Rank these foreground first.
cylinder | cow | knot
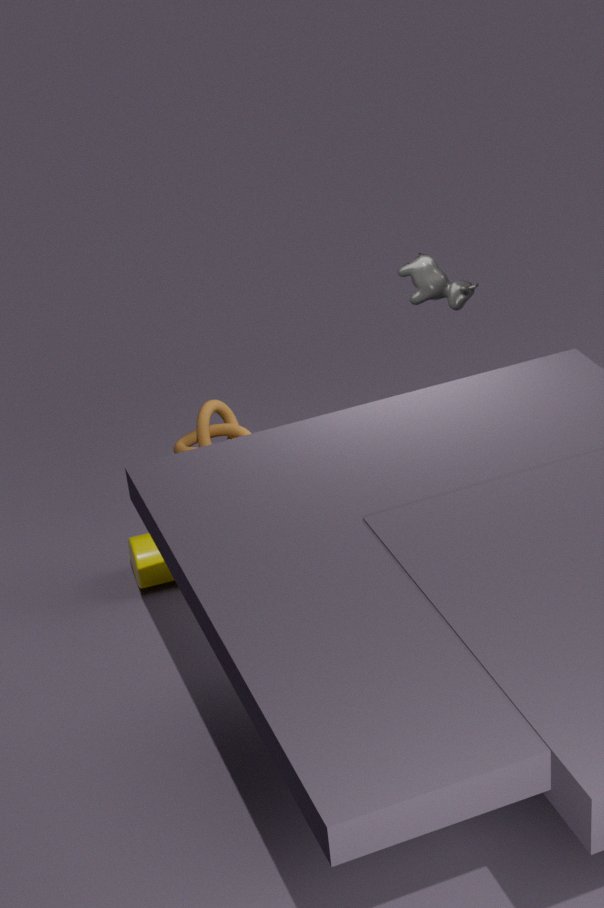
knot
cow
cylinder
